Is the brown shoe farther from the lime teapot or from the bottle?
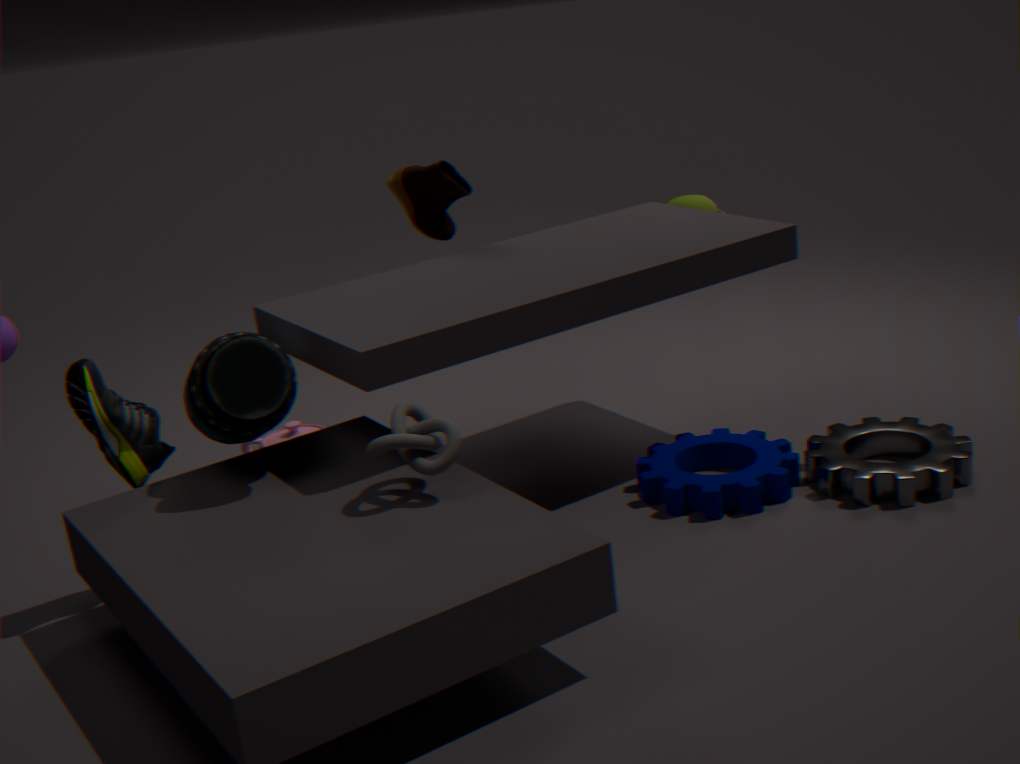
the lime teapot
